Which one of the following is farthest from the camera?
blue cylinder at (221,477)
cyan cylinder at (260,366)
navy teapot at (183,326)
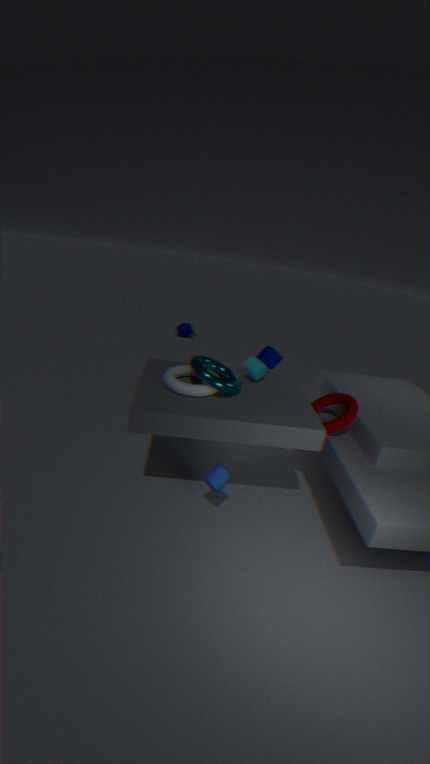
navy teapot at (183,326)
